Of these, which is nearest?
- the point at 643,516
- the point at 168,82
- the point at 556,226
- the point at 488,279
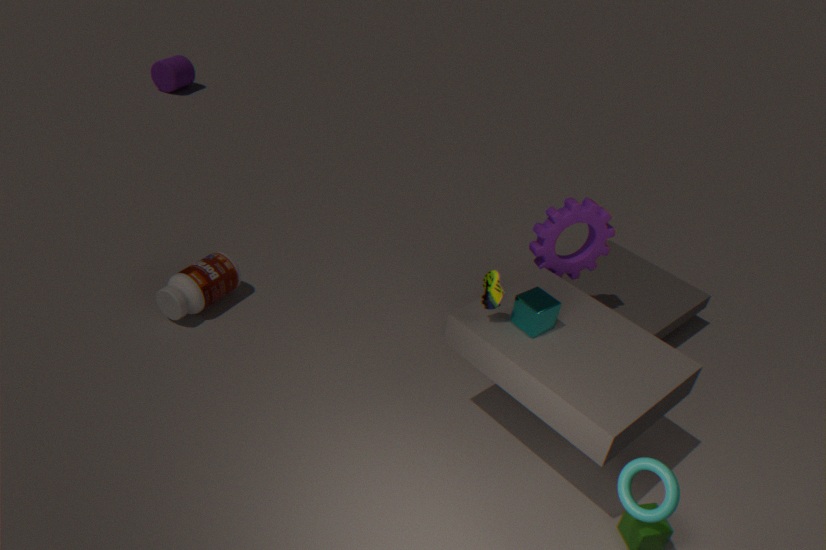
the point at 643,516
